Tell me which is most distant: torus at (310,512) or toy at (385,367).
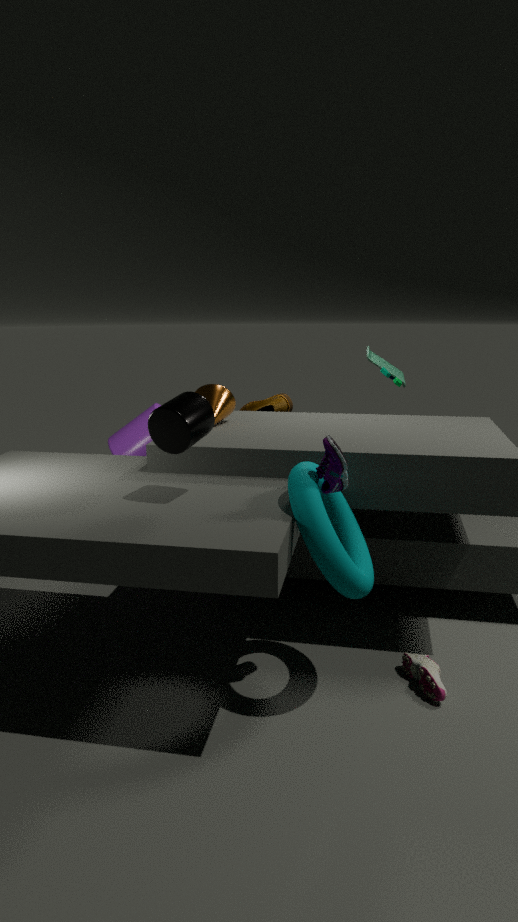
toy at (385,367)
